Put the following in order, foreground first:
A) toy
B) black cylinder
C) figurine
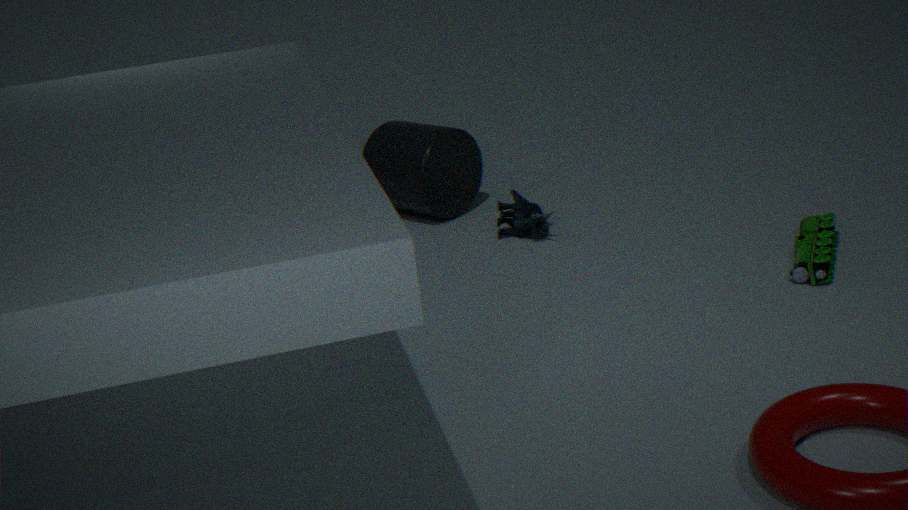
toy, figurine, black cylinder
